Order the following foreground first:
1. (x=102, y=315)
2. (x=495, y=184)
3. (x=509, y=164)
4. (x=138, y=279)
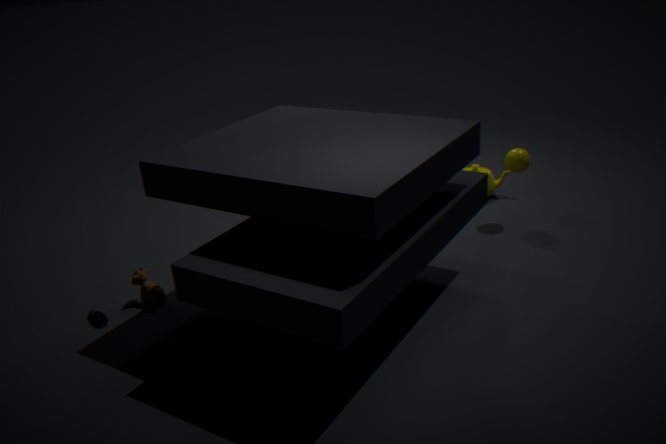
1. (x=102, y=315)
2. (x=138, y=279)
3. (x=509, y=164)
4. (x=495, y=184)
